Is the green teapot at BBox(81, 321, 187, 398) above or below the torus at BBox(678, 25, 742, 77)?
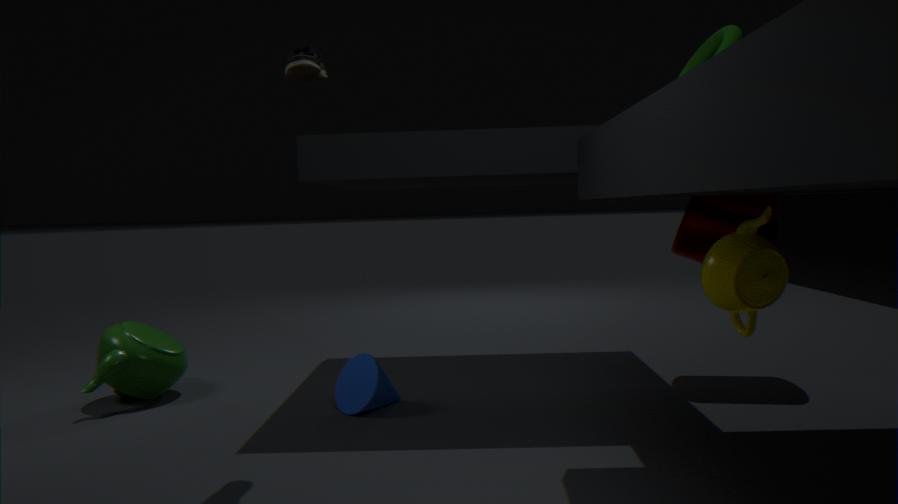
below
